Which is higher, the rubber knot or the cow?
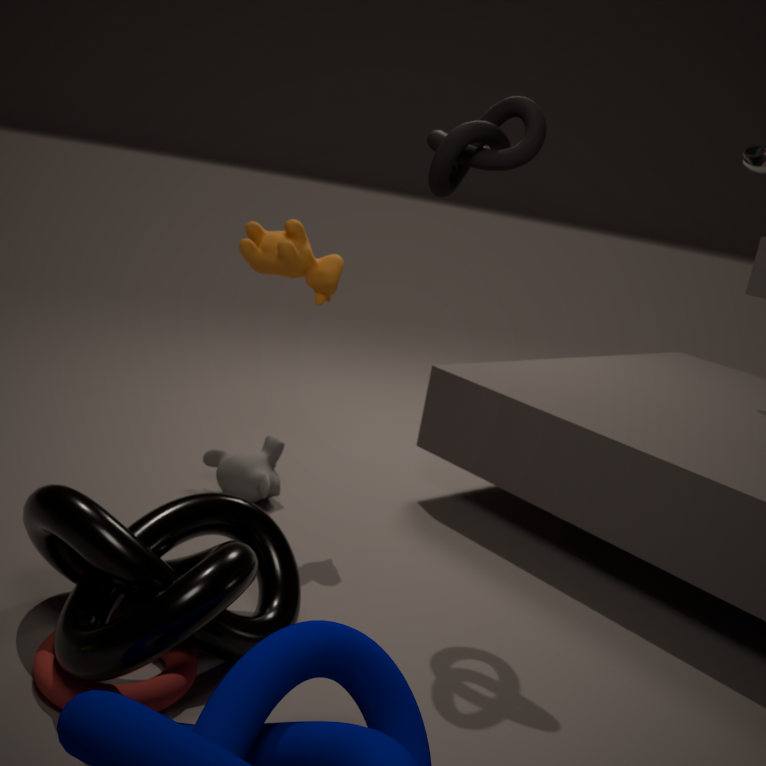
the rubber knot
